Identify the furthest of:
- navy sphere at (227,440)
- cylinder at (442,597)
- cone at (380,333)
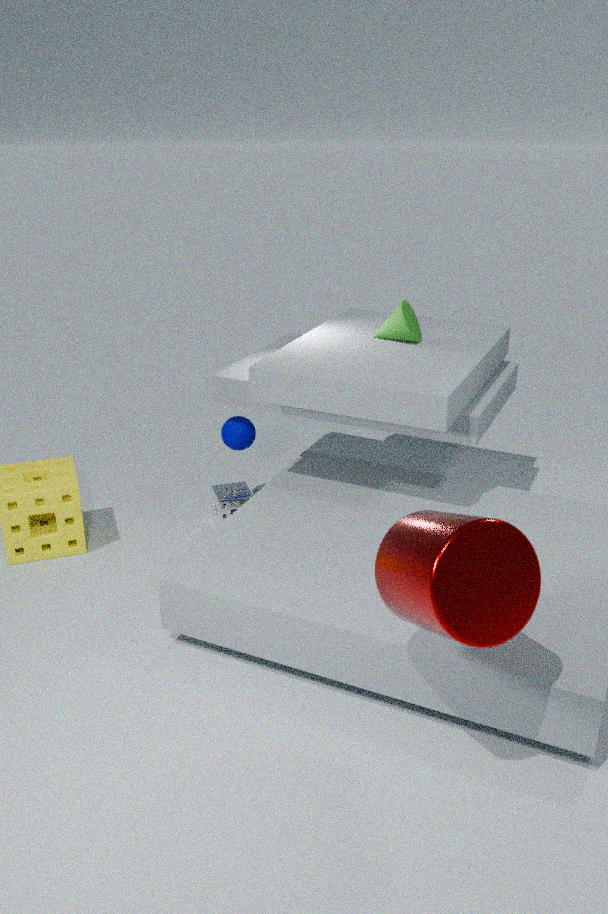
navy sphere at (227,440)
